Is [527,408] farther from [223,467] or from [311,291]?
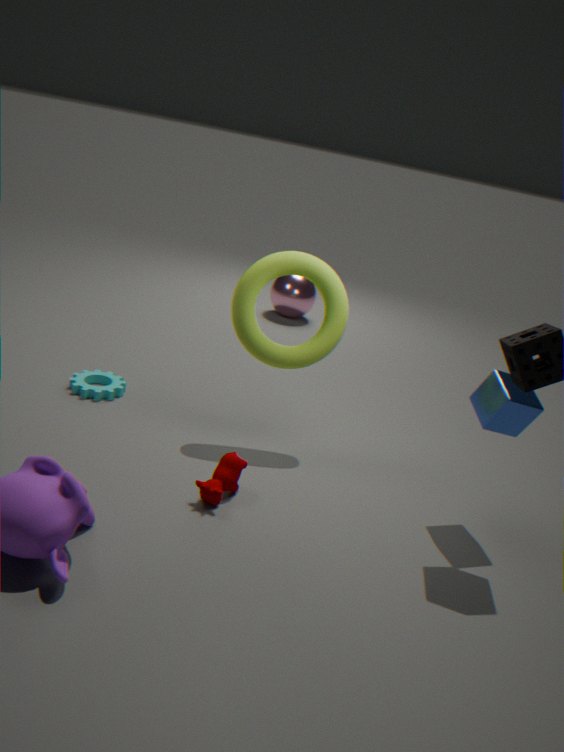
[311,291]
